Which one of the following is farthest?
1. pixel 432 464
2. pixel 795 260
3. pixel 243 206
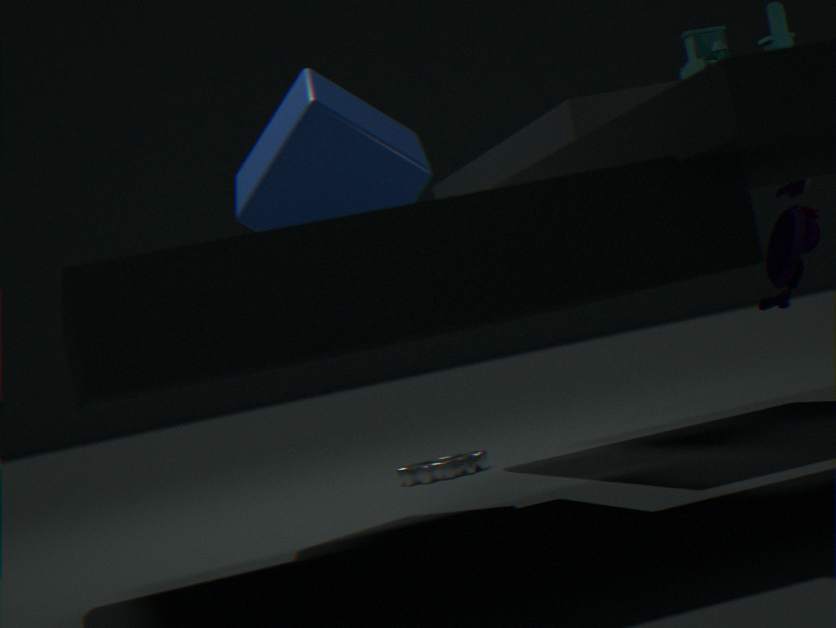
pixel 432 464
